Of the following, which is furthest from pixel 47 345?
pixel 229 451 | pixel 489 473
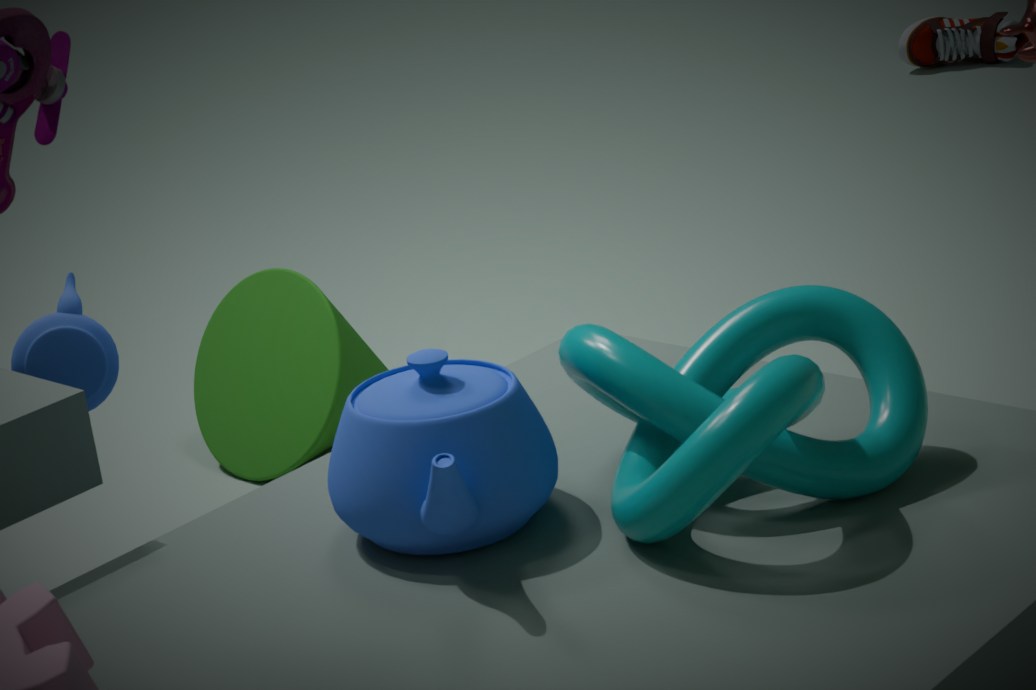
pixel 229 451
